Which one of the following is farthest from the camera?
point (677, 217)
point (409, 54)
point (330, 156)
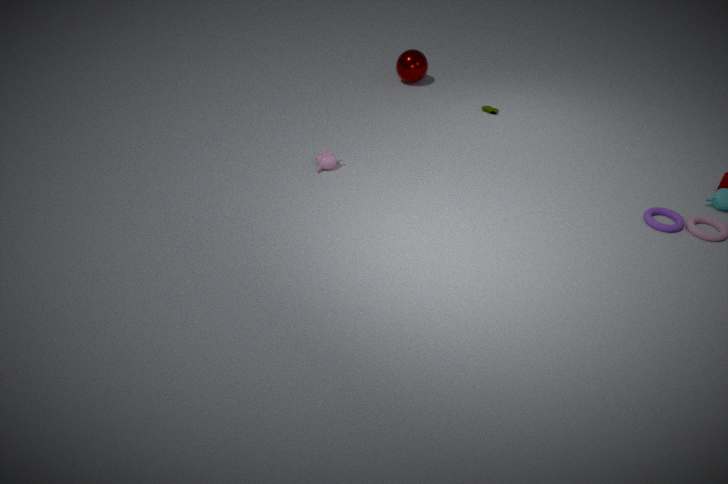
point (409, 54)
